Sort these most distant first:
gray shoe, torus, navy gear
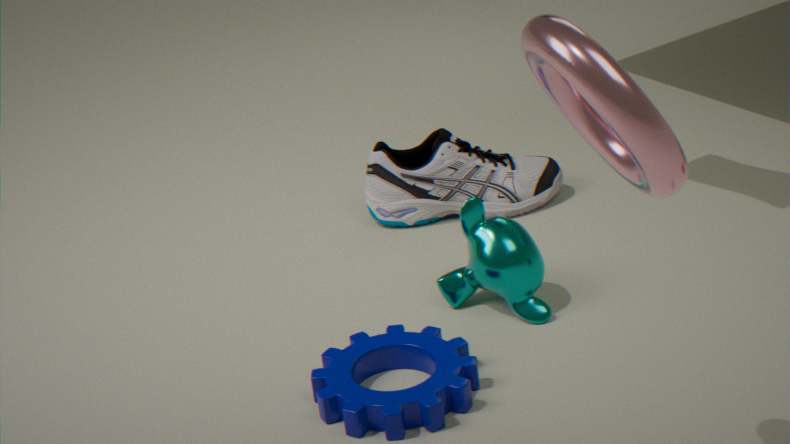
gray shoe → navy gear → torus
